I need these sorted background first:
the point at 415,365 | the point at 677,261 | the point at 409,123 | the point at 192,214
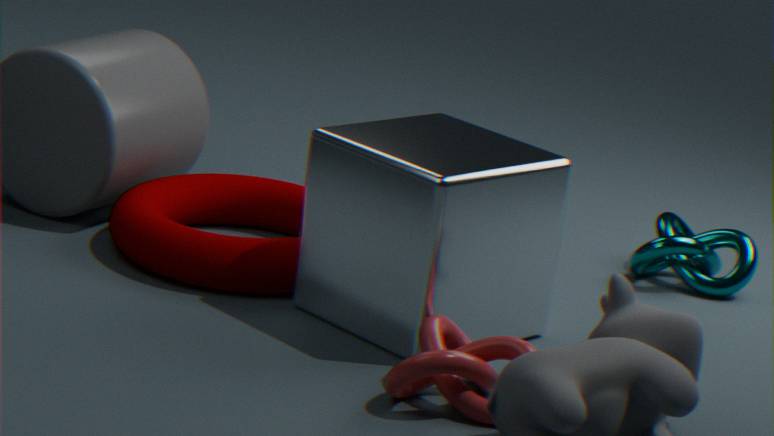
the point at 677,261
the point at 192,214
the point at 409,123
the point at 415,365
